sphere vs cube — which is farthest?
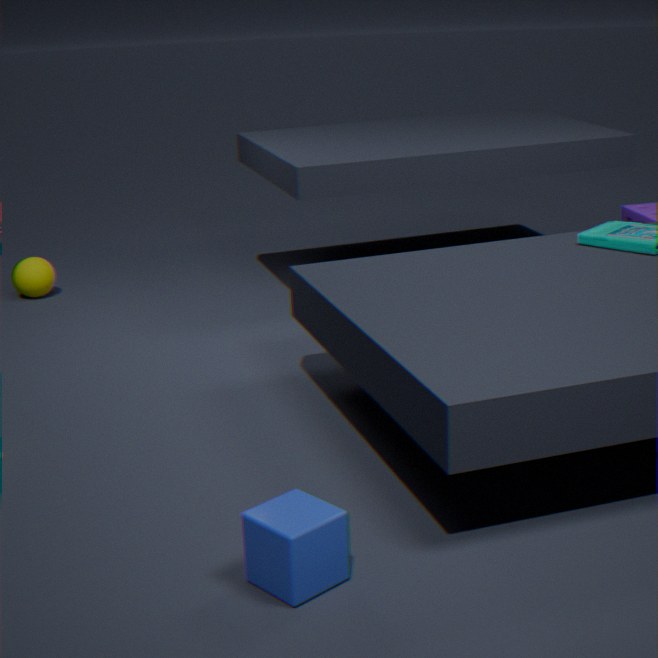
sphere
